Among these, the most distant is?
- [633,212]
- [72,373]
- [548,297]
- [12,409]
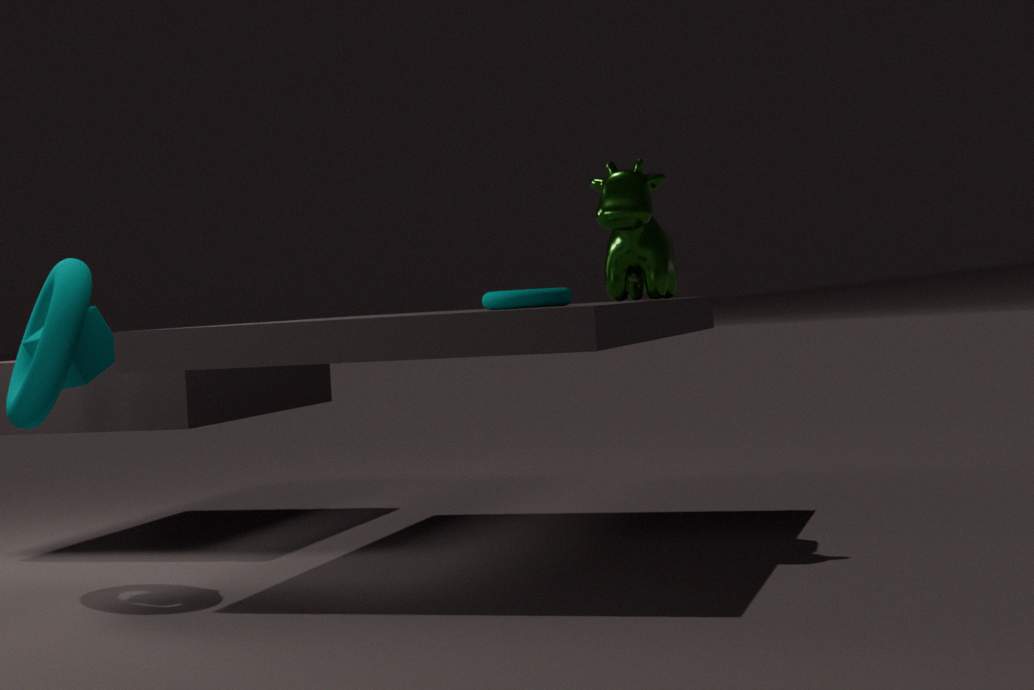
[633,212]
